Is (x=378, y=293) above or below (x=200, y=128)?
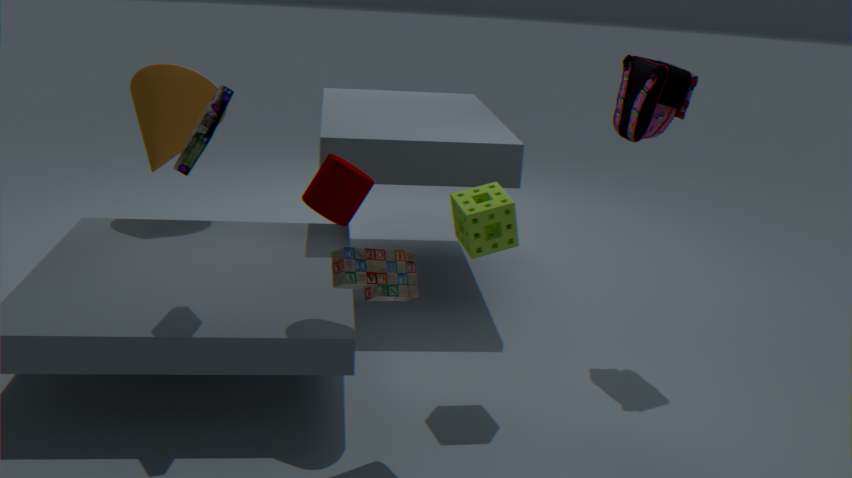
below
